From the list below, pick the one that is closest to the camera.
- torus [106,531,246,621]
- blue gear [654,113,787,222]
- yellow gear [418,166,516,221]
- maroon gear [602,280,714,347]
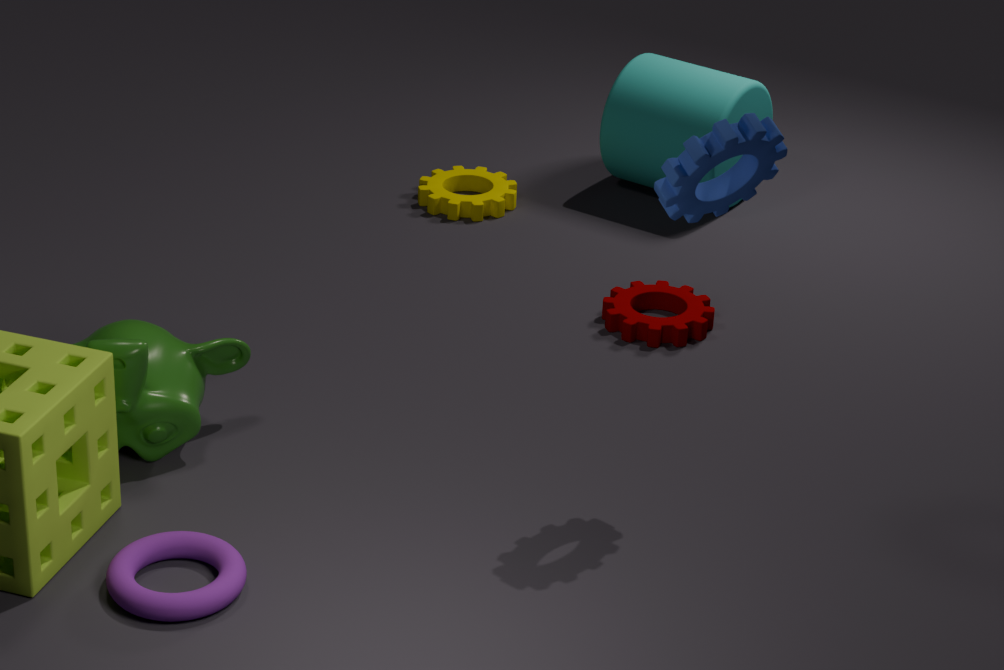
torus [106,531,246,621]
